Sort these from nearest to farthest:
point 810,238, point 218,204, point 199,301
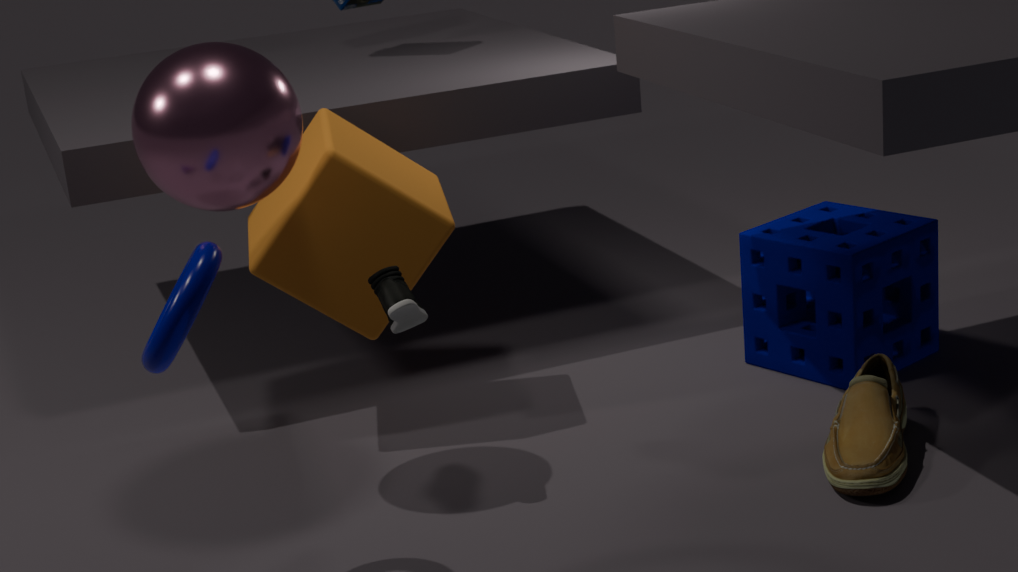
point 199,301
point 218,204
point 810,238
